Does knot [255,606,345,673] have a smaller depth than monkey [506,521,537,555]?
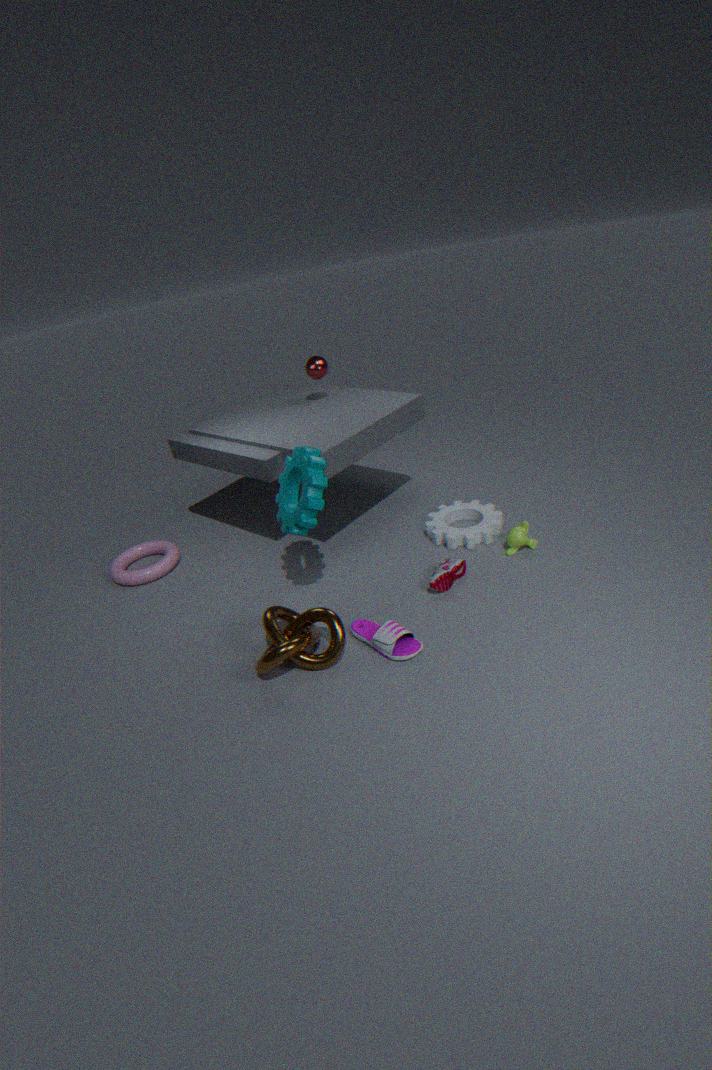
Yes
